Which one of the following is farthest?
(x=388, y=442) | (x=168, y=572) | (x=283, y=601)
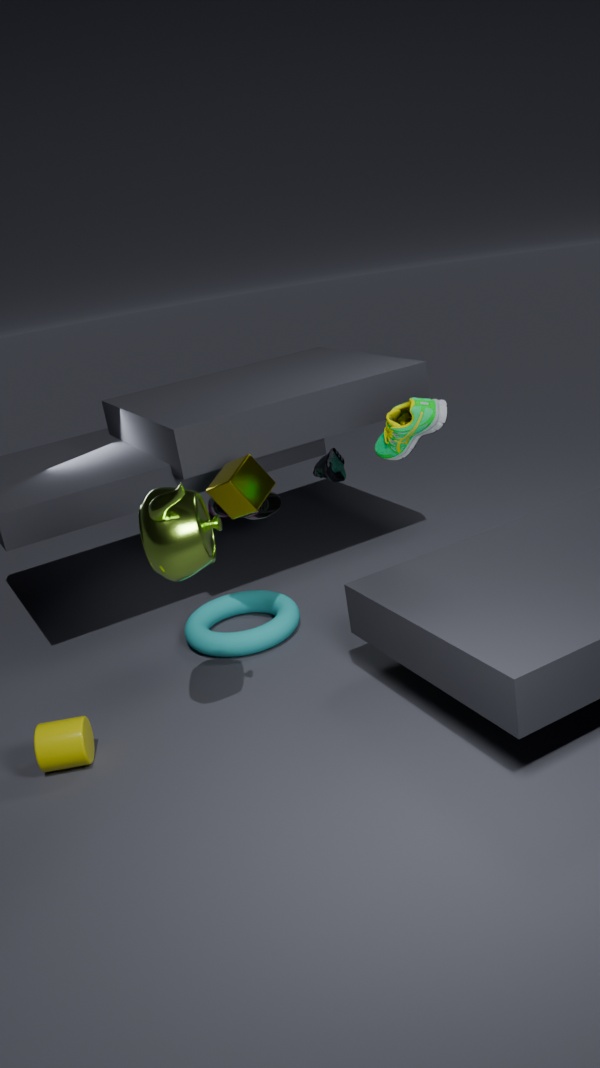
(x=283, y=601)
